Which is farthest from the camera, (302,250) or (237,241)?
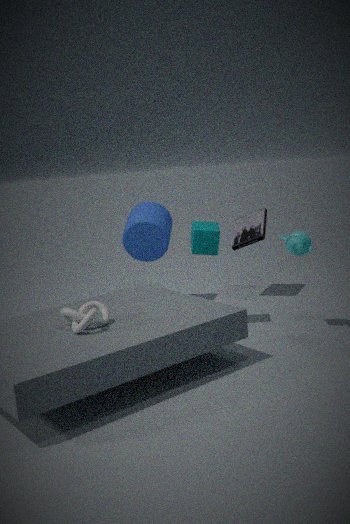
(237,241)
